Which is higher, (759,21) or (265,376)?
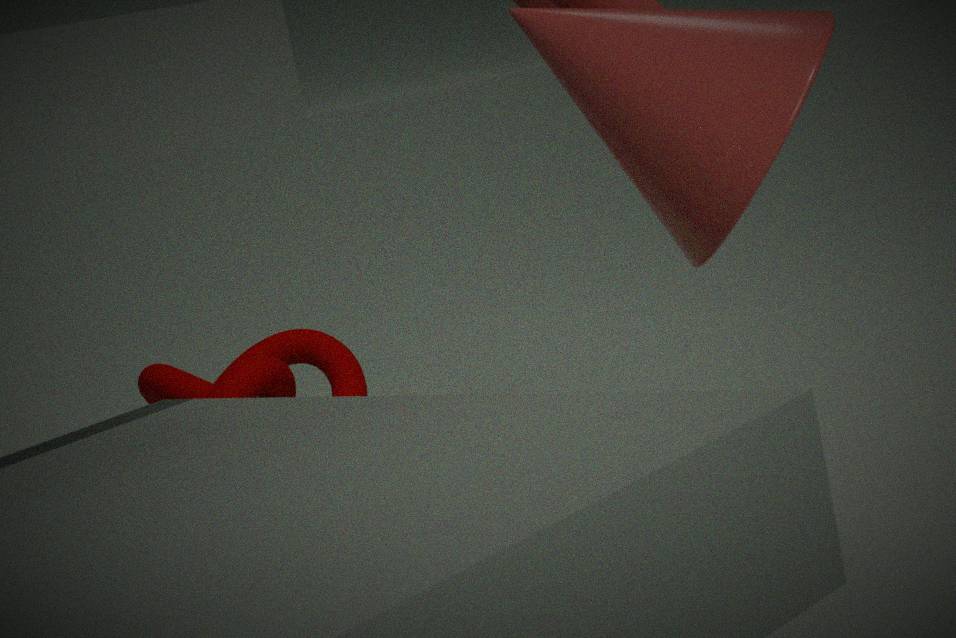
(759,21)
